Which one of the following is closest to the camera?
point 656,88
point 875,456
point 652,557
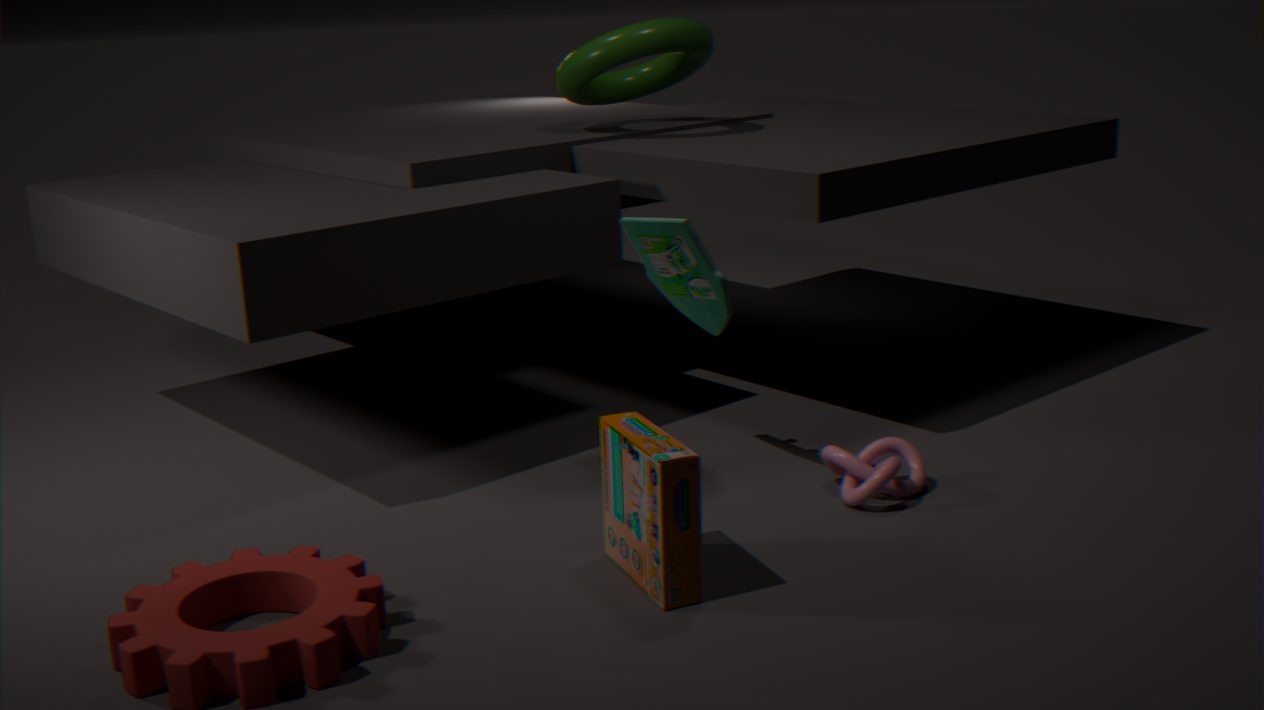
point 652,557
